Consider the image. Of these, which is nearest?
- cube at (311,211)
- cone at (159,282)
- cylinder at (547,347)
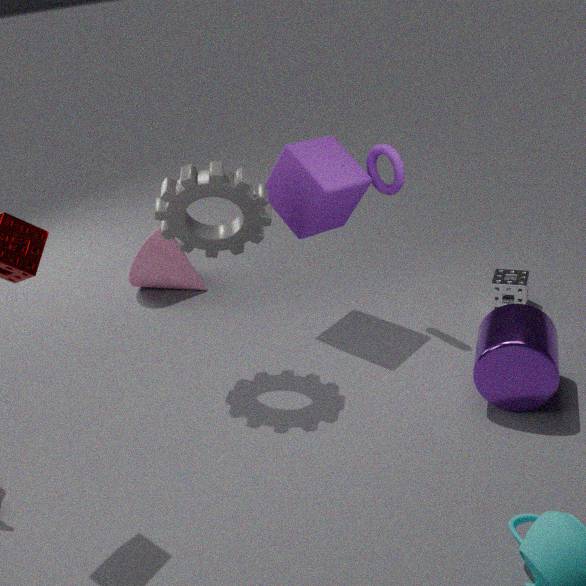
cylinder at (547,347)
